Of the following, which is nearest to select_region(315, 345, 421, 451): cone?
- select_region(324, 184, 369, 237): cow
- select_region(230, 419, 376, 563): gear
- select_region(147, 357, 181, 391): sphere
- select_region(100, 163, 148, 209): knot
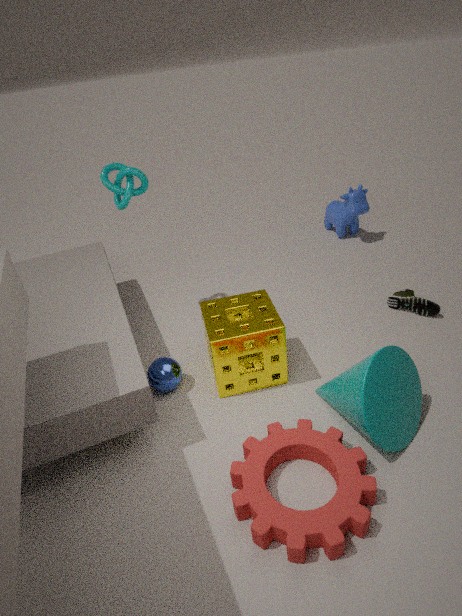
select_region(230, 419, 376, 563): gear
